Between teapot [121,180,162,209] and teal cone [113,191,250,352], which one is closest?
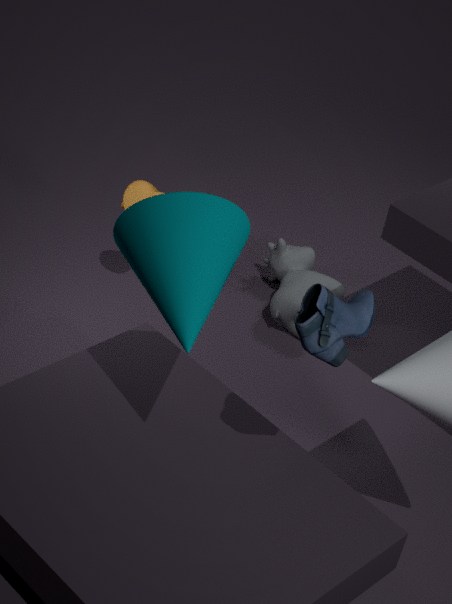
teal cone [113,191,250,352]
